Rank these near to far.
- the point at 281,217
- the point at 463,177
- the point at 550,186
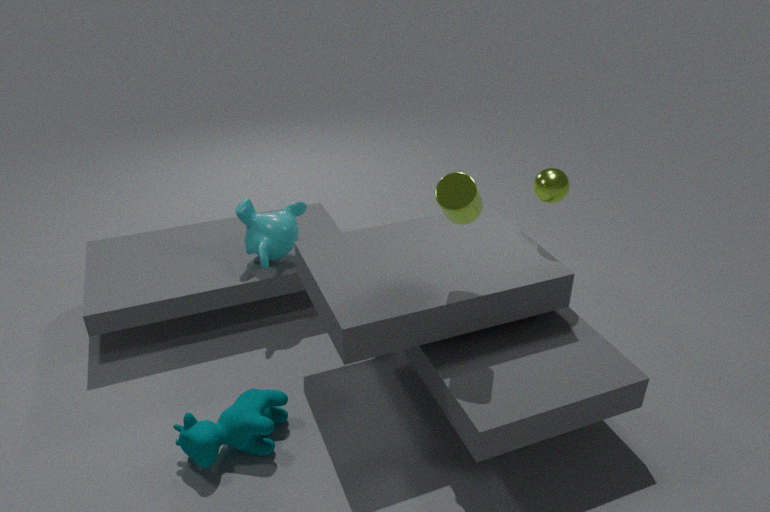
the point at 463,177
the point at 550,186
the point at 281,217
